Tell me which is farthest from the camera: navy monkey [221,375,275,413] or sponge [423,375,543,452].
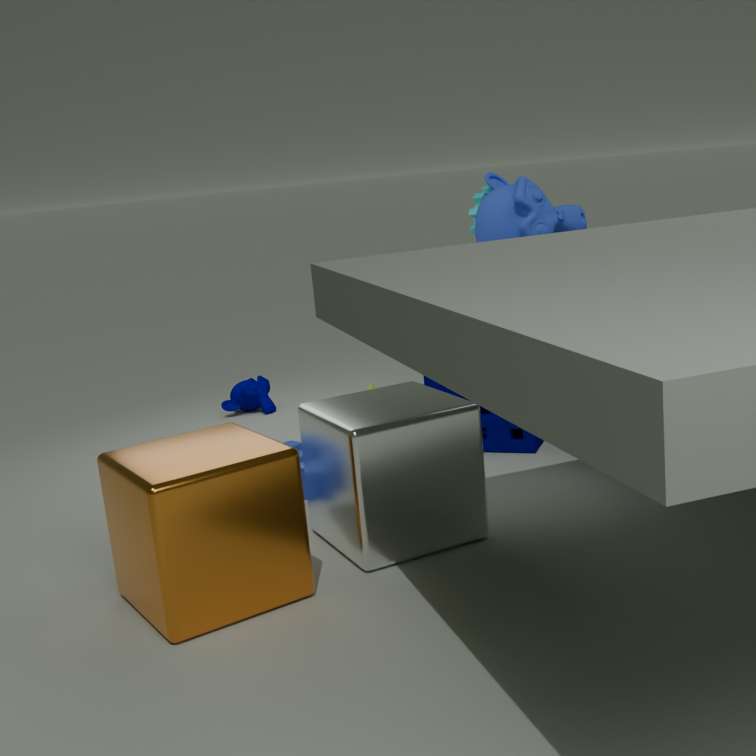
navy monkey [221,375,275,413]
